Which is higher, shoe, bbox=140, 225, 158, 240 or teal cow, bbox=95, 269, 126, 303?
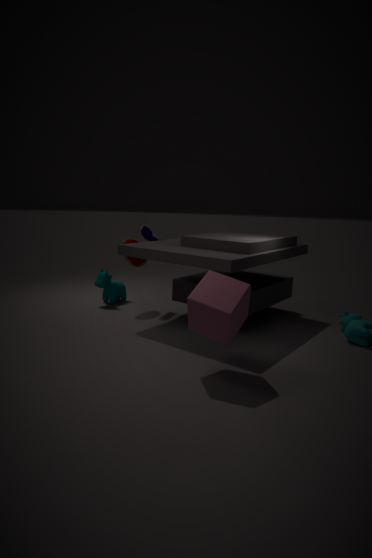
shoe, bbox=140, 225, 158, 240
